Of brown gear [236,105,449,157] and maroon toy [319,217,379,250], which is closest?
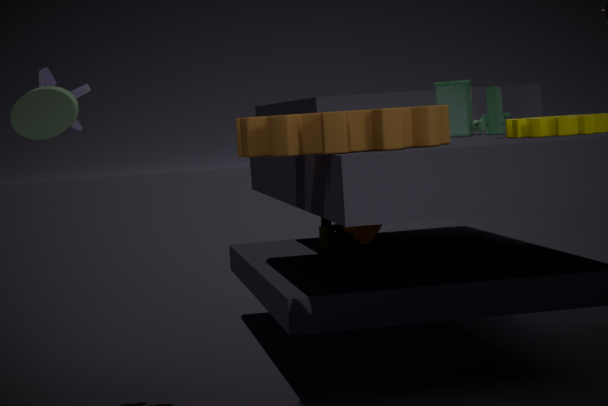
brown gear [236,105,449,157]
